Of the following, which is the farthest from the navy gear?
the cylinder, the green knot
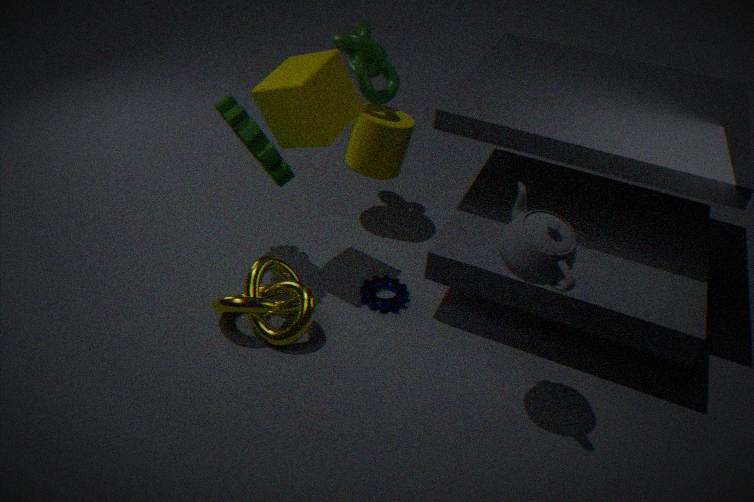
the green knot
